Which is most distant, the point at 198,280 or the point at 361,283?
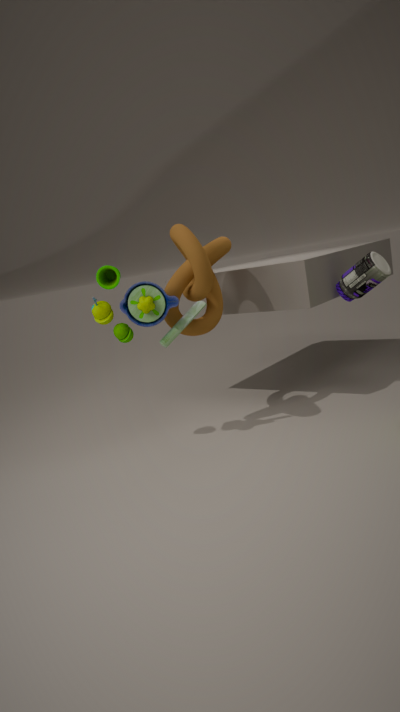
the point at 361,283
